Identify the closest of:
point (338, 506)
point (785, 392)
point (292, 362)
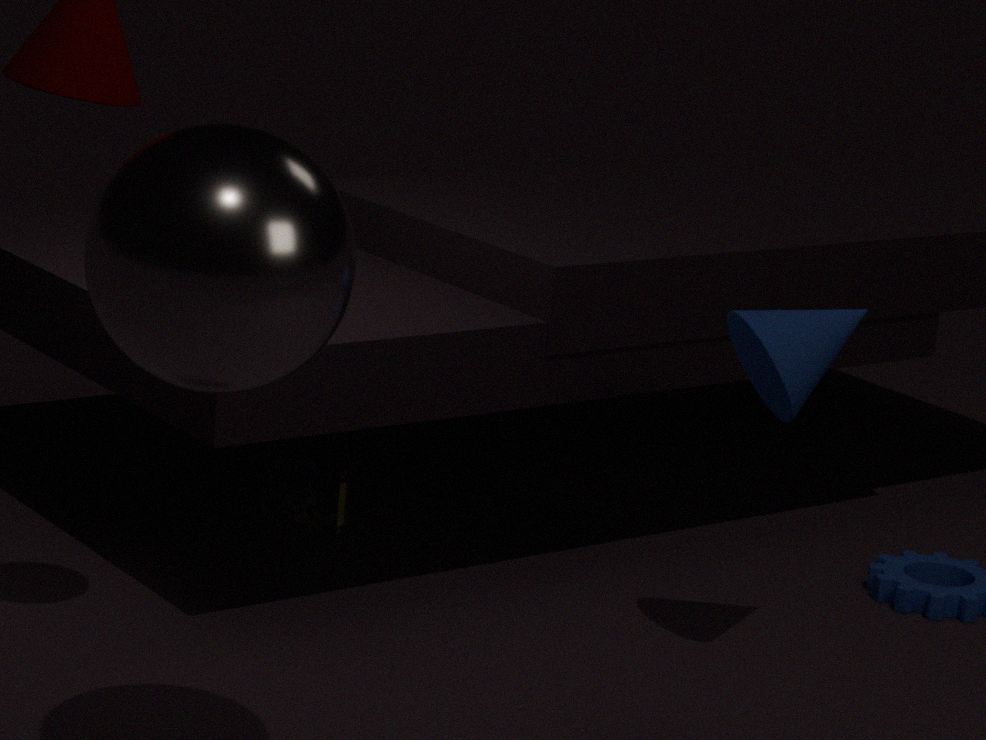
point (292, 362)
